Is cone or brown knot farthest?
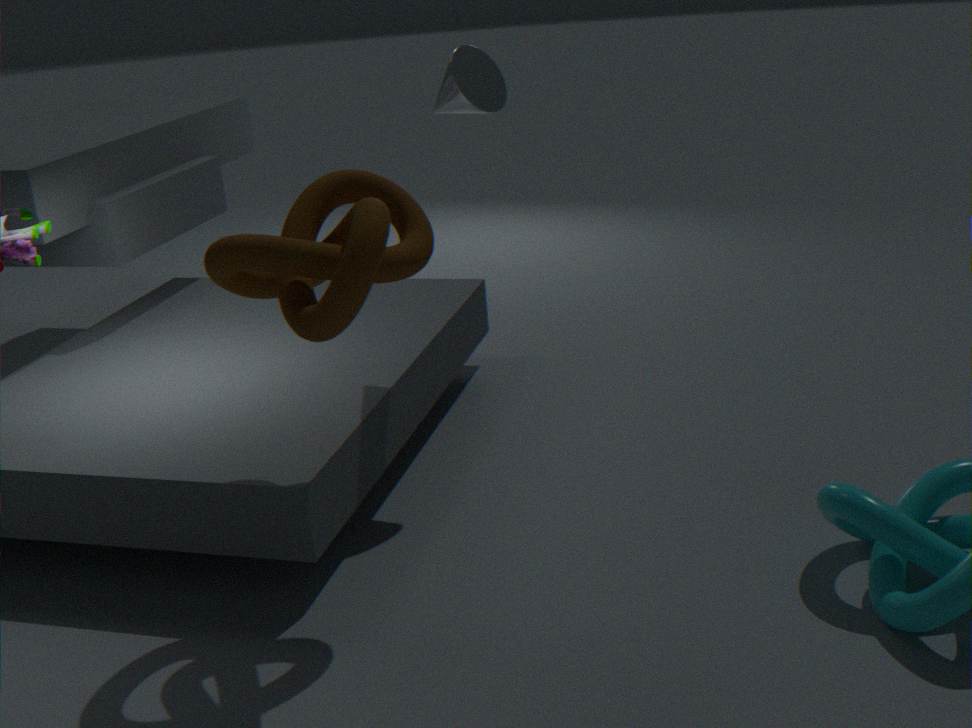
cone
